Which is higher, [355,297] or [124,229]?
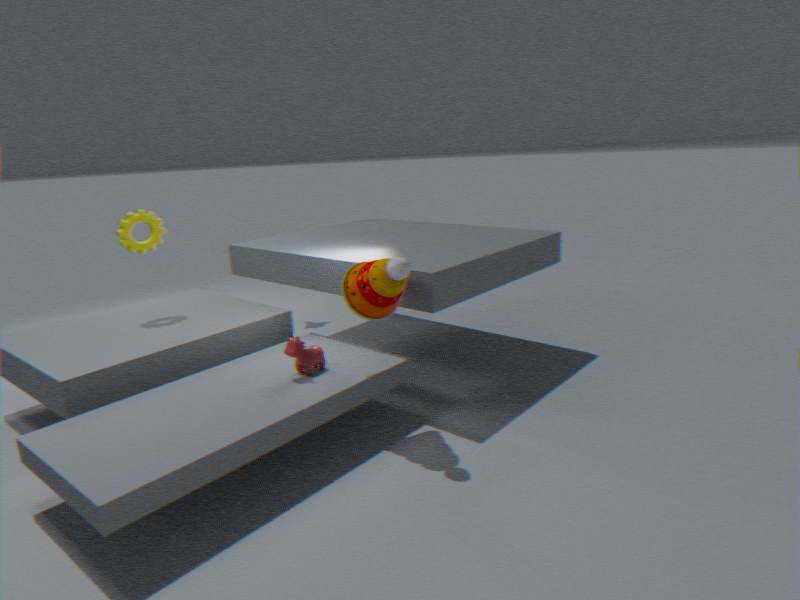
[124,229]
